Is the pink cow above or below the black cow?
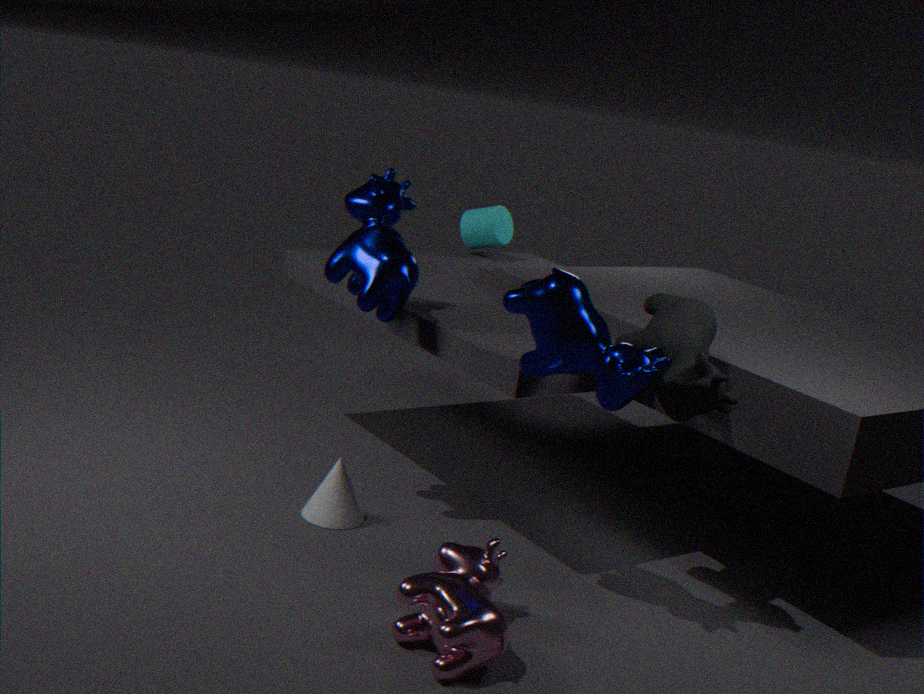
below
